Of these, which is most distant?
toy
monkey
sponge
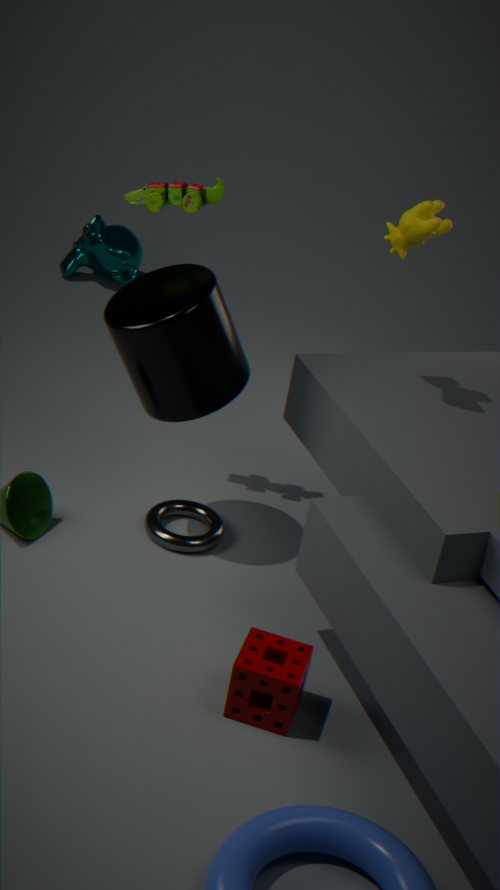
monkey
